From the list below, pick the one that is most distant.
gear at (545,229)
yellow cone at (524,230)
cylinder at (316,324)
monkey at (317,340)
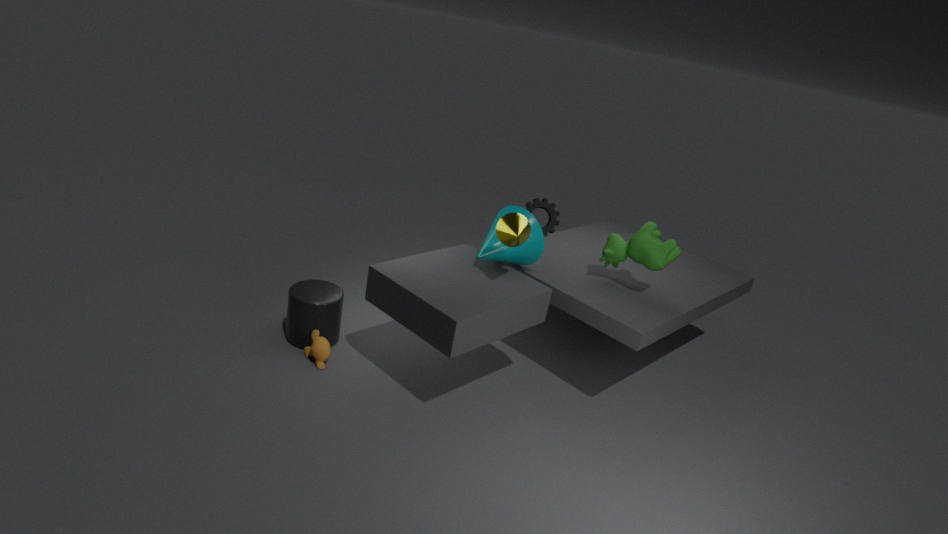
gear at (545,229)
